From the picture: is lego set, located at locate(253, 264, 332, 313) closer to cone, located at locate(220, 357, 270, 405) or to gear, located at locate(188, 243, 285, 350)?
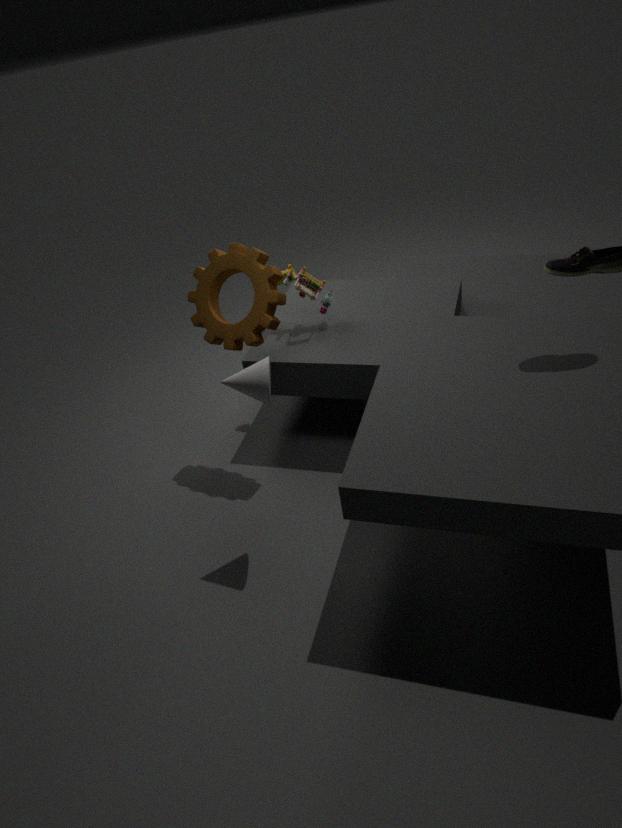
gear, located at locate(188, 243, 285, 350)
